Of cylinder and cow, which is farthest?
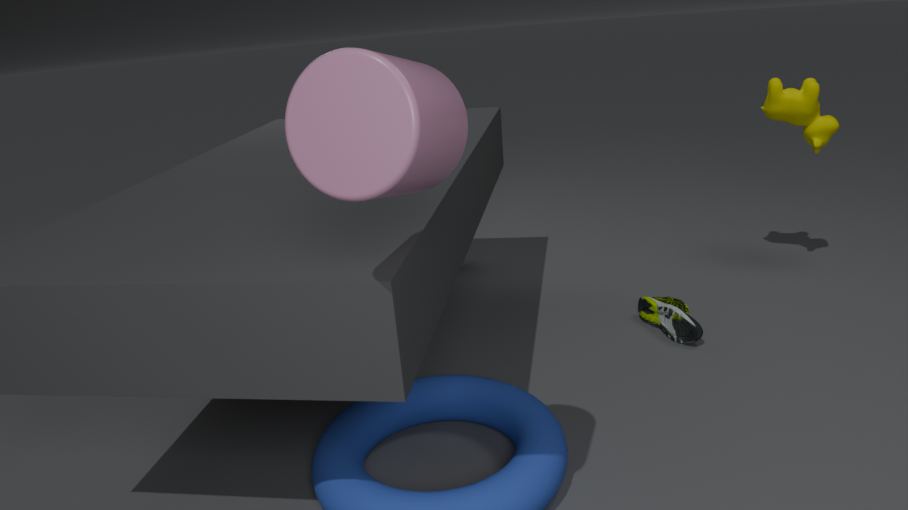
cow
